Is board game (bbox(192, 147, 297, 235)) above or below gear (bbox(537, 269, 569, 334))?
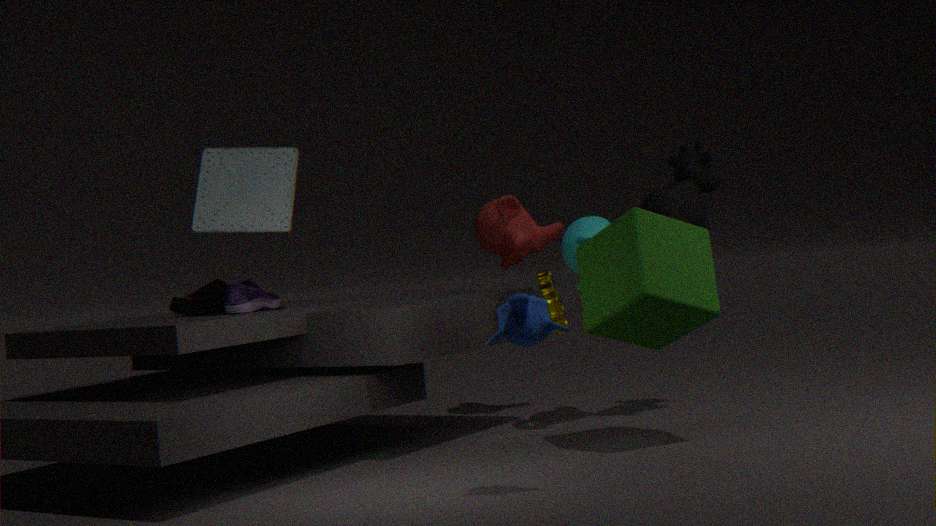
above
